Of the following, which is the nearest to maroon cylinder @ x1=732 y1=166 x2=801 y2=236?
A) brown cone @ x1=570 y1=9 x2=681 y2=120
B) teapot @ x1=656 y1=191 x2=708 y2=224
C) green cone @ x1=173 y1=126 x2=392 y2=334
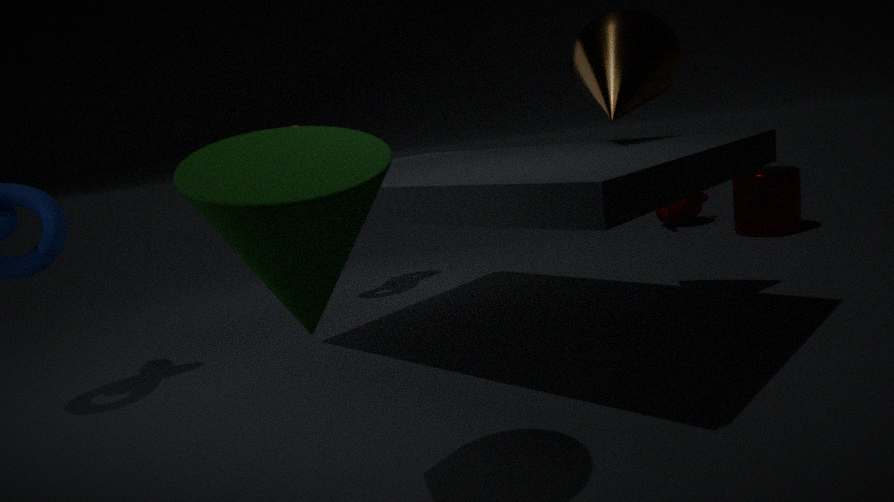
teapot @ x1=656 y1=191 x2=708 y2=224
